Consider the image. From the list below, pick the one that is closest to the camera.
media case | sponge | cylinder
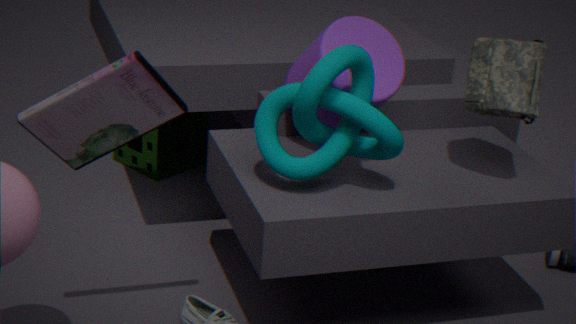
media case
